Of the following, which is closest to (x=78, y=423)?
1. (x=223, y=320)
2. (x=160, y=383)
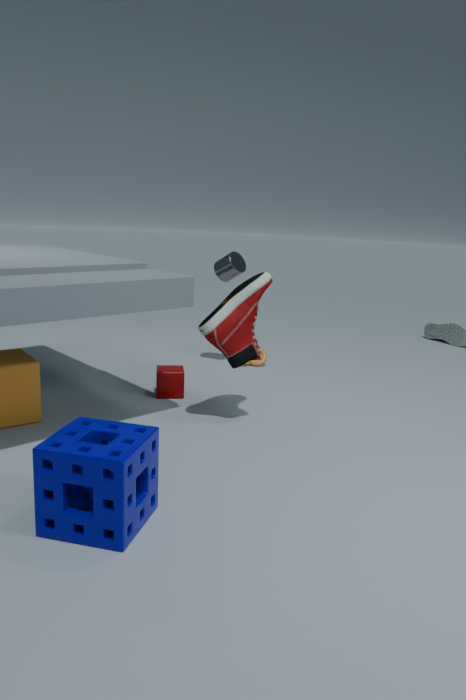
(x=223, y=320)
